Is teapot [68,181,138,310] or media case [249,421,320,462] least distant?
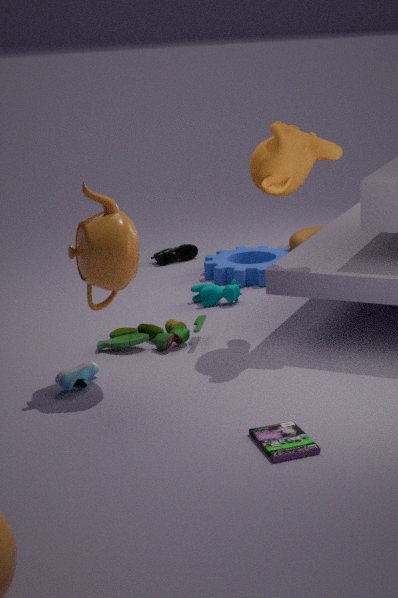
media case [249,421,320,462]
